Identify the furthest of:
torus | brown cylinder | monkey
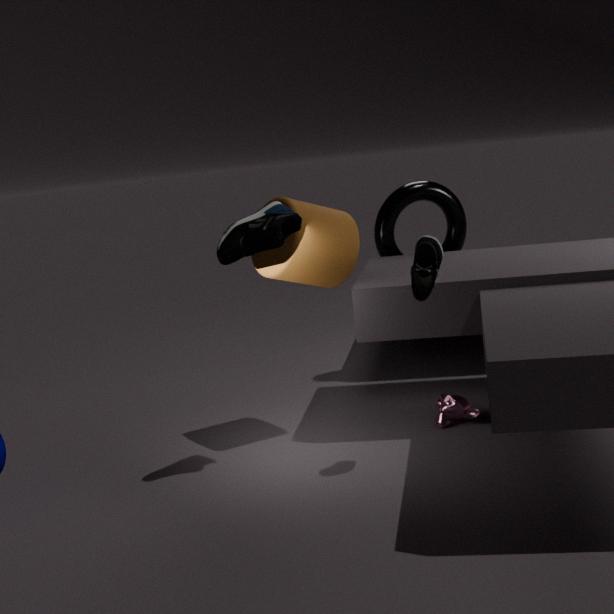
torus
